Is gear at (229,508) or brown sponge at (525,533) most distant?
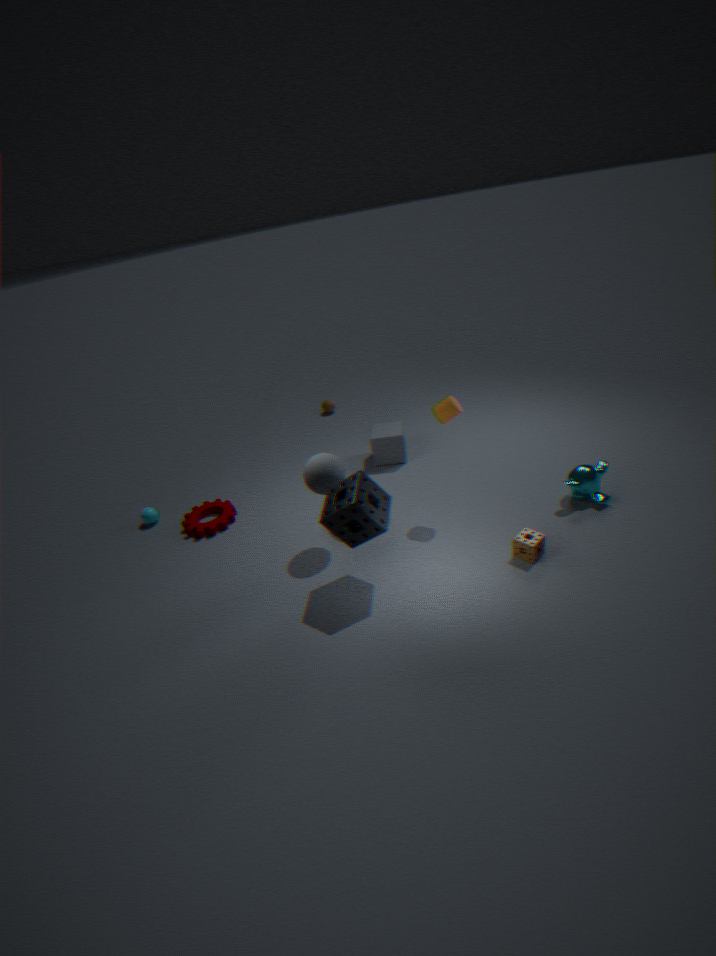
gear at (229,508)
